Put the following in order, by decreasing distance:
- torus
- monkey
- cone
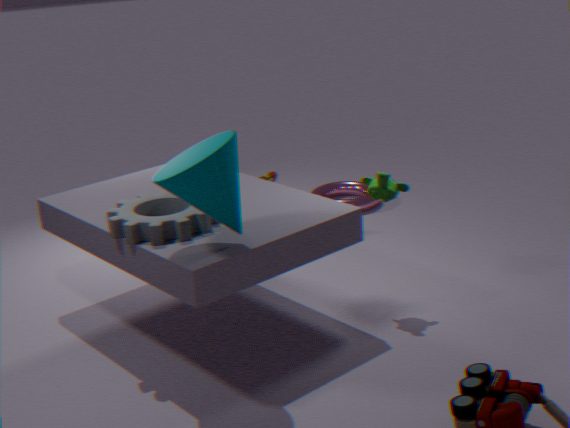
torus, monkey, cone
